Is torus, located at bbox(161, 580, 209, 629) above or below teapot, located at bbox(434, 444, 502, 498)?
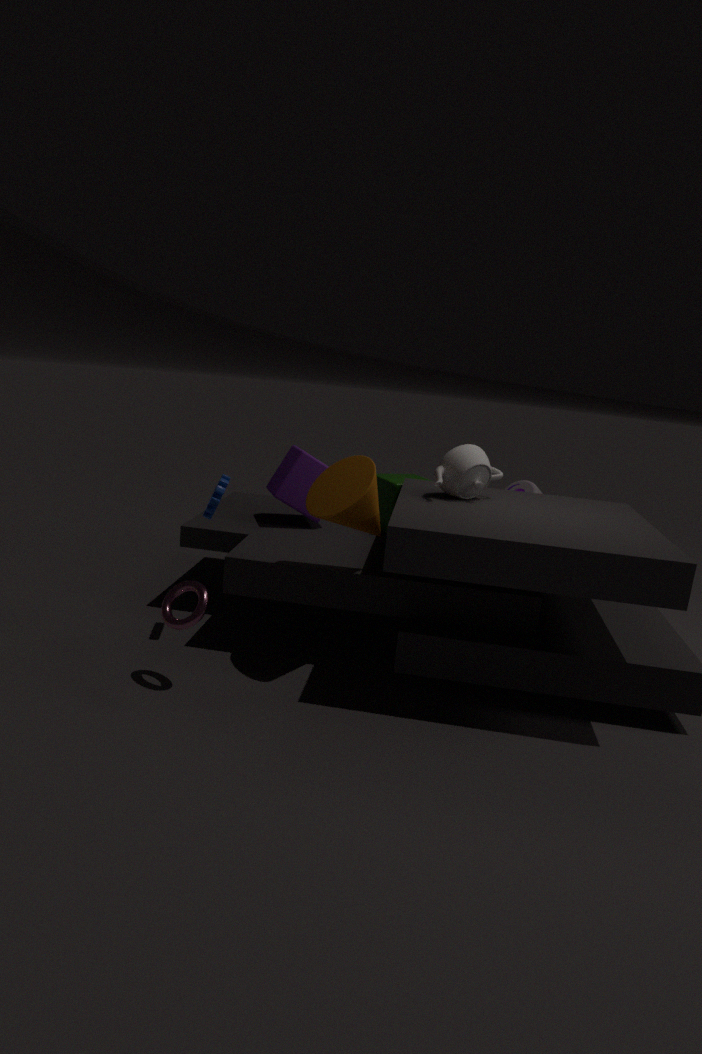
below
